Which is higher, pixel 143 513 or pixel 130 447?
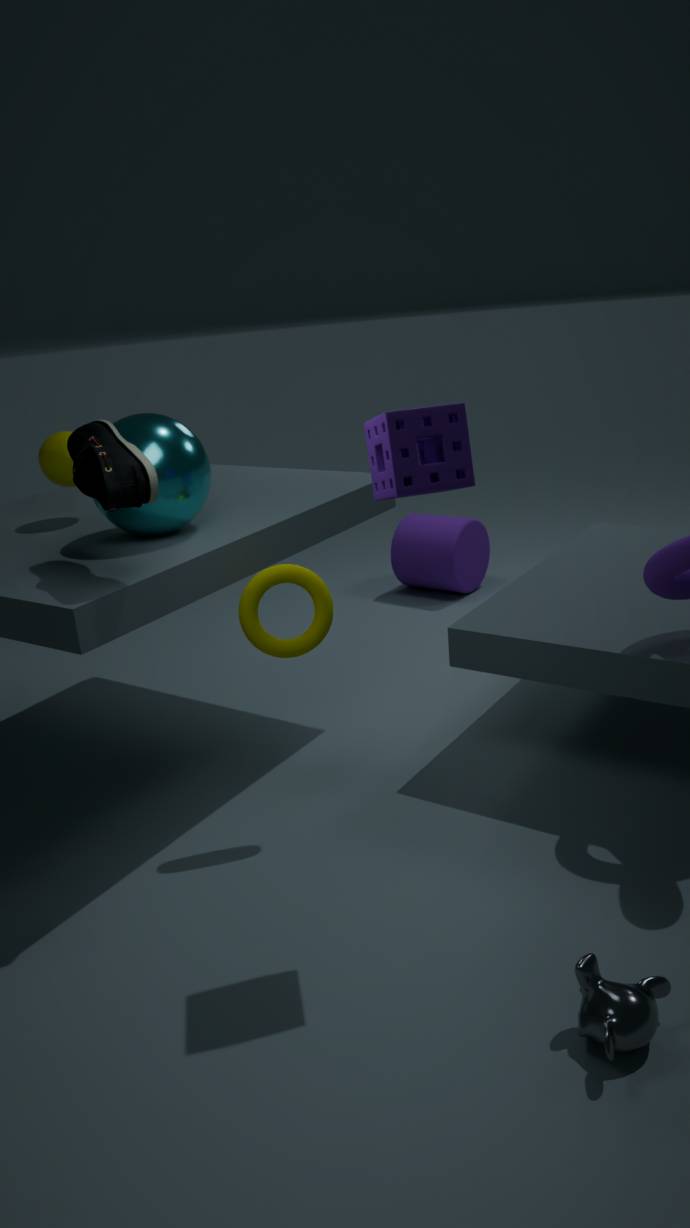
pixel 130 447
